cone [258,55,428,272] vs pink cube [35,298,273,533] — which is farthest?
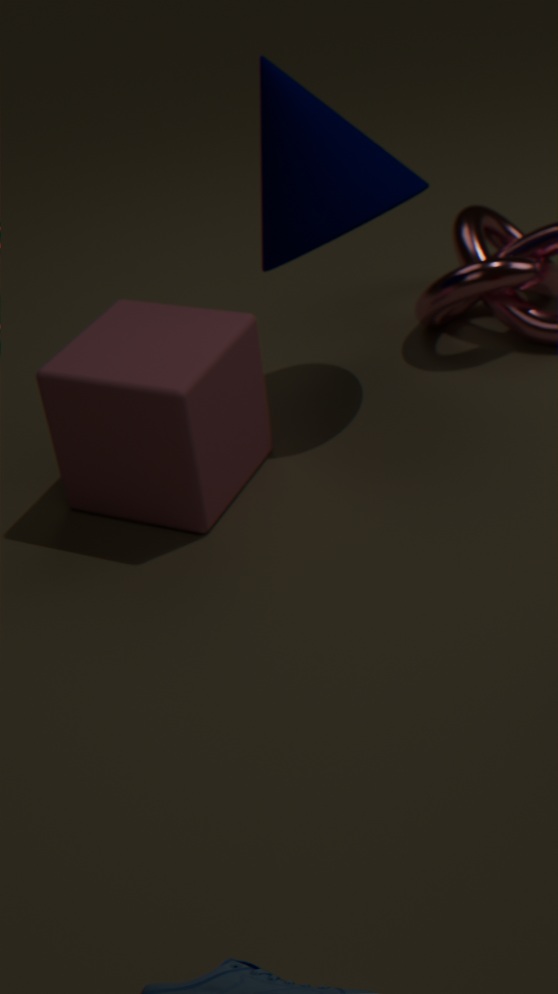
cone [258,55,428,272]
